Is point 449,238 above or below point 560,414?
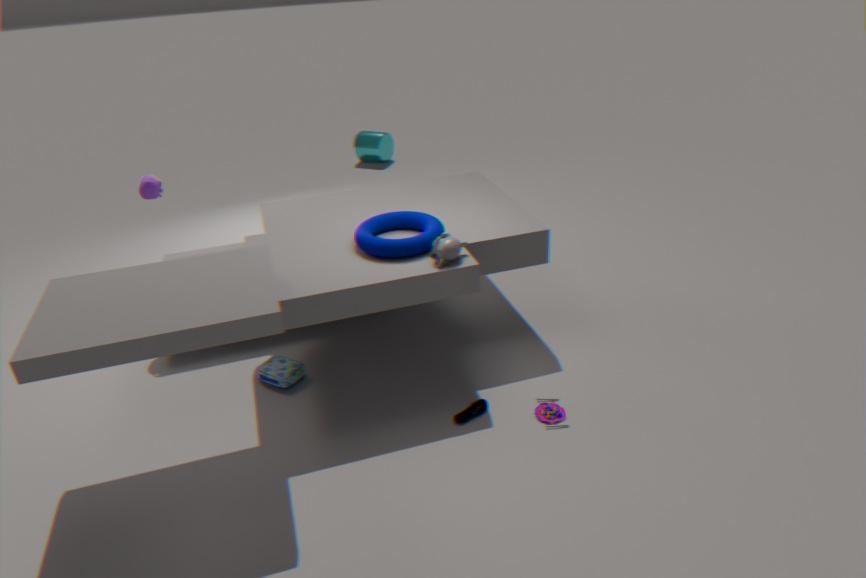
above
